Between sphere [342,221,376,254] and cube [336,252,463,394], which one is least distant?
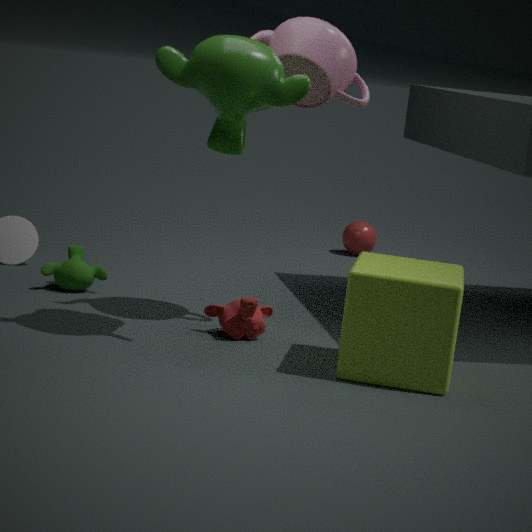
cube [336,252,463,394]
